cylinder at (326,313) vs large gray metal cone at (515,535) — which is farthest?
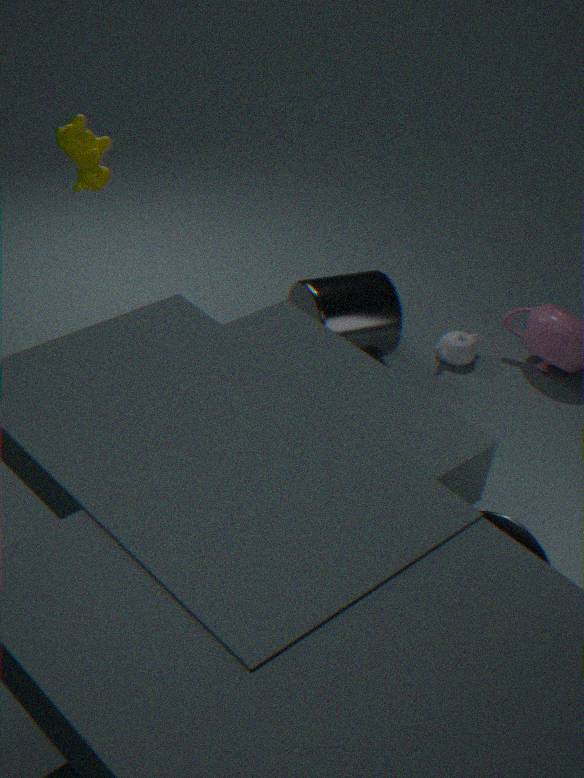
cylinder at (326,313)
